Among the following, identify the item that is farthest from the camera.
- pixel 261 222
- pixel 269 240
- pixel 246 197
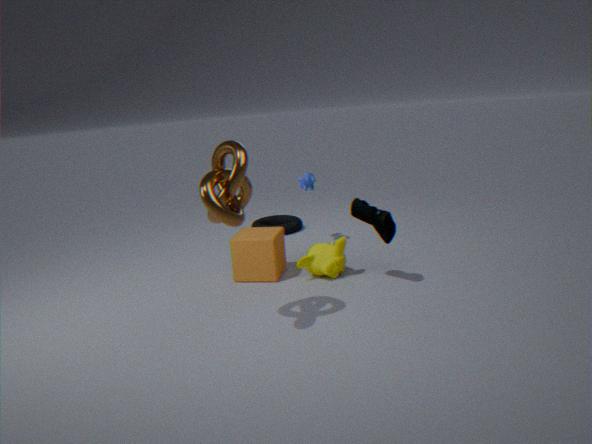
pixel 261 222
